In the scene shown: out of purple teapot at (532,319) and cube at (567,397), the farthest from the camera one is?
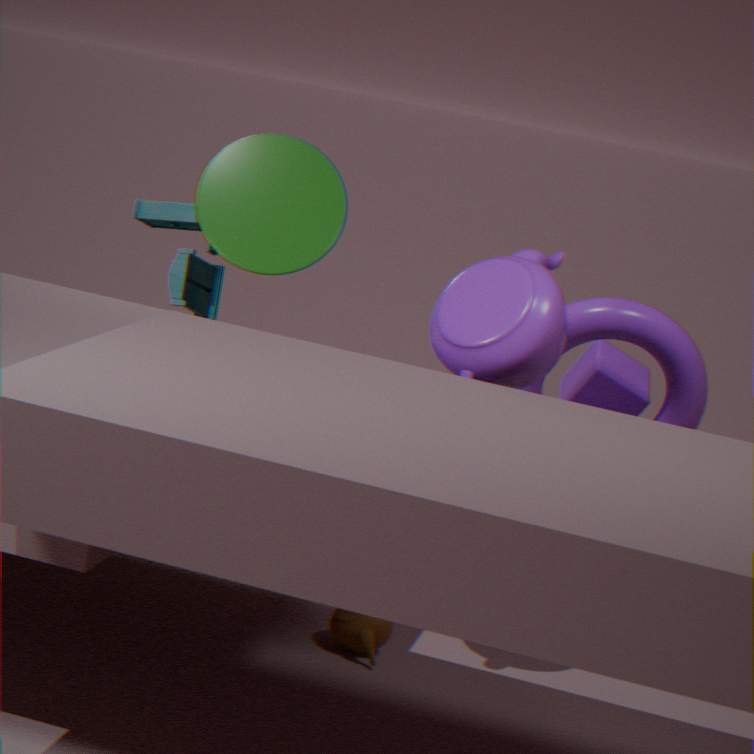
cube at (567,397)
